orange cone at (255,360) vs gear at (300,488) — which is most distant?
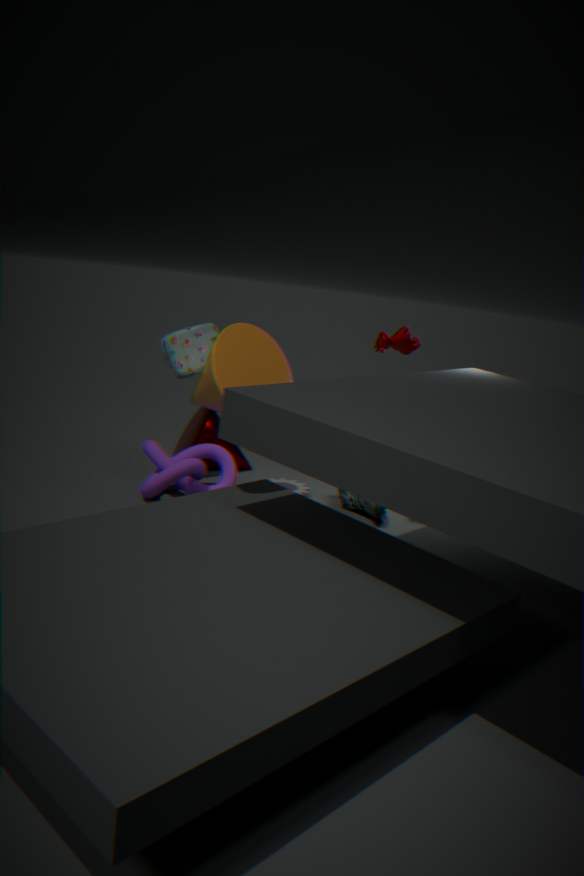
gear at (300,488)
